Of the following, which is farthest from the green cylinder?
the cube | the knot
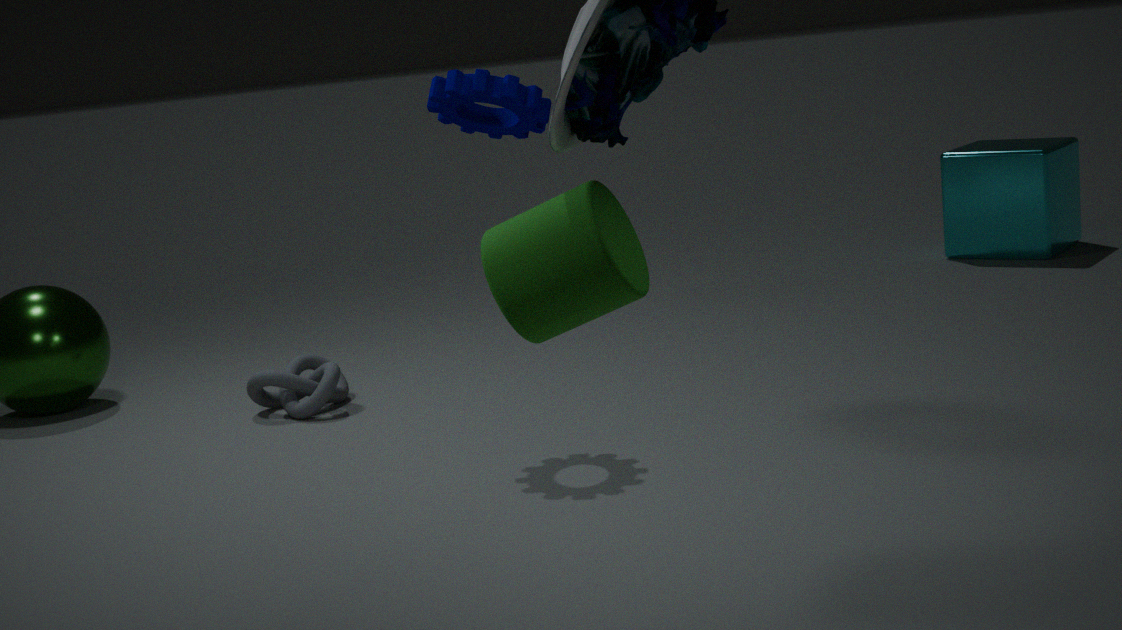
the cube
